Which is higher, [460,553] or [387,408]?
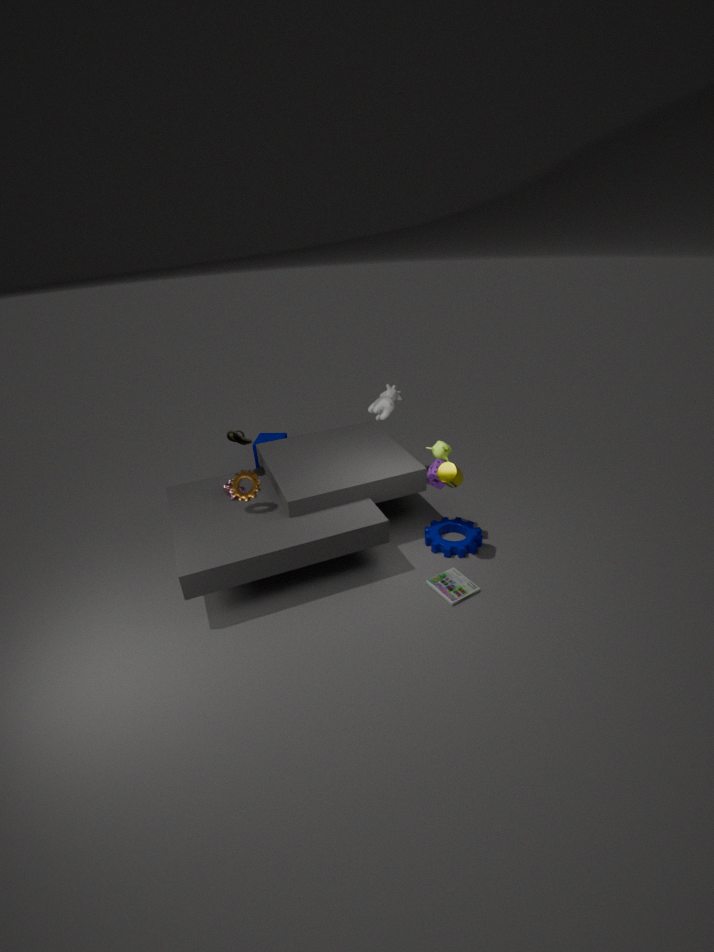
[387,408]
